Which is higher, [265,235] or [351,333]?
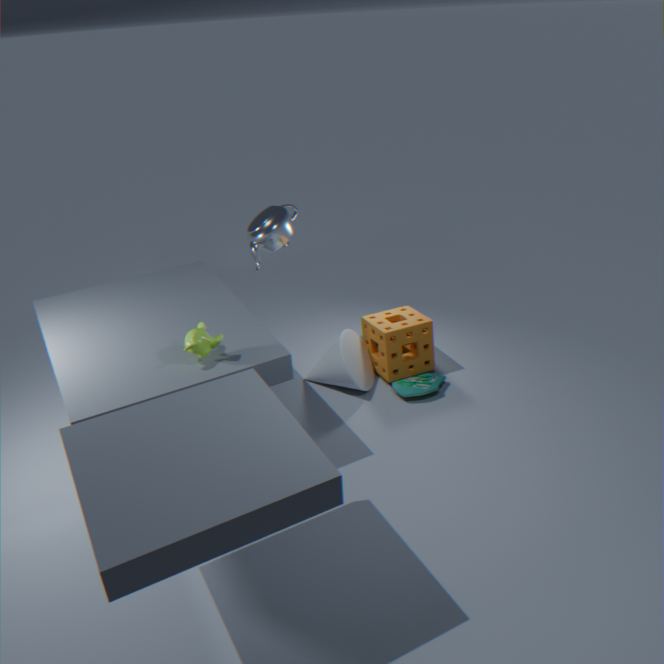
[265,235]
